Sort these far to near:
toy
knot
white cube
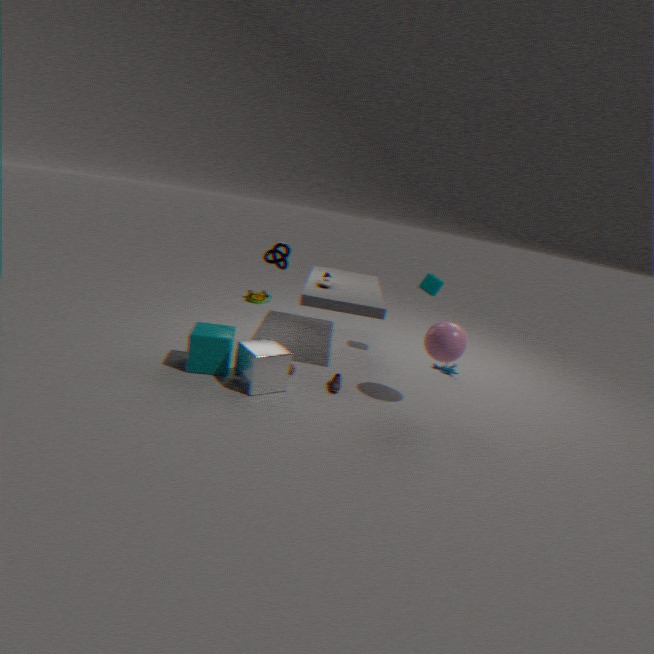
1. toy
2. knot
3. white cube
